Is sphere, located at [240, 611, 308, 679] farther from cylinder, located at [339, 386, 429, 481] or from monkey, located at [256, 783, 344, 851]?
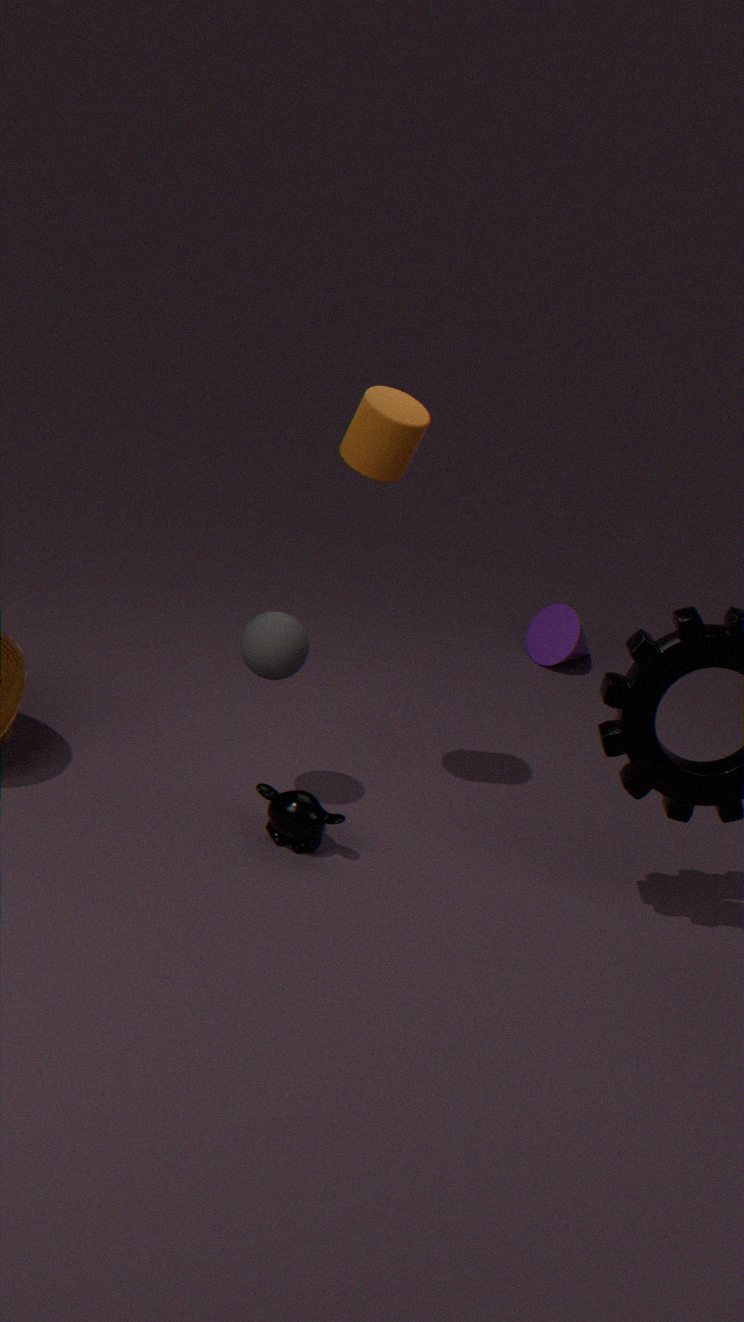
cylinder, located at [339, 386, 429, 481]
